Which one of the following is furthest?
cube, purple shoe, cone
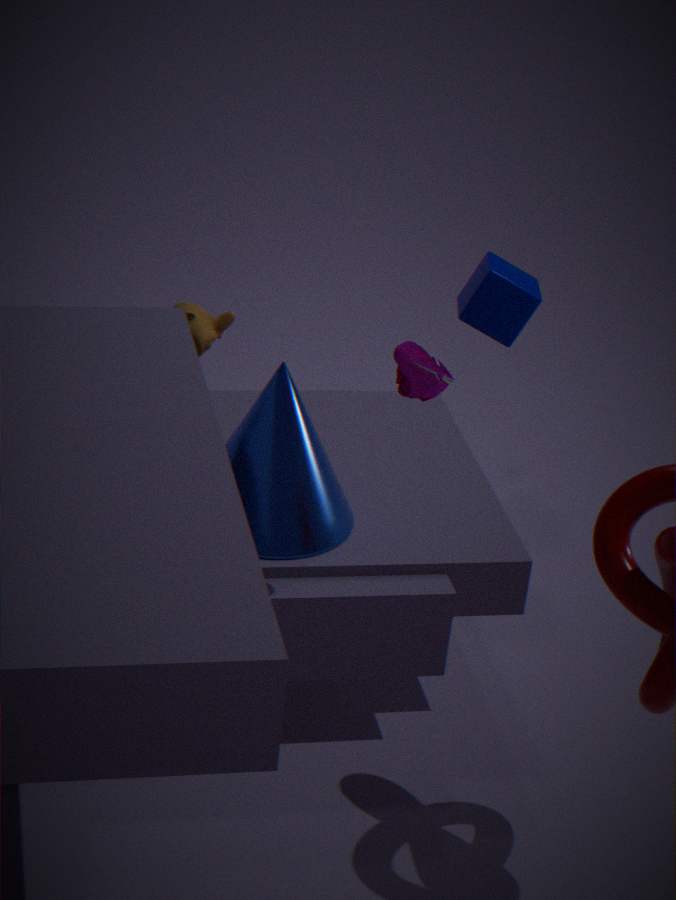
cube
